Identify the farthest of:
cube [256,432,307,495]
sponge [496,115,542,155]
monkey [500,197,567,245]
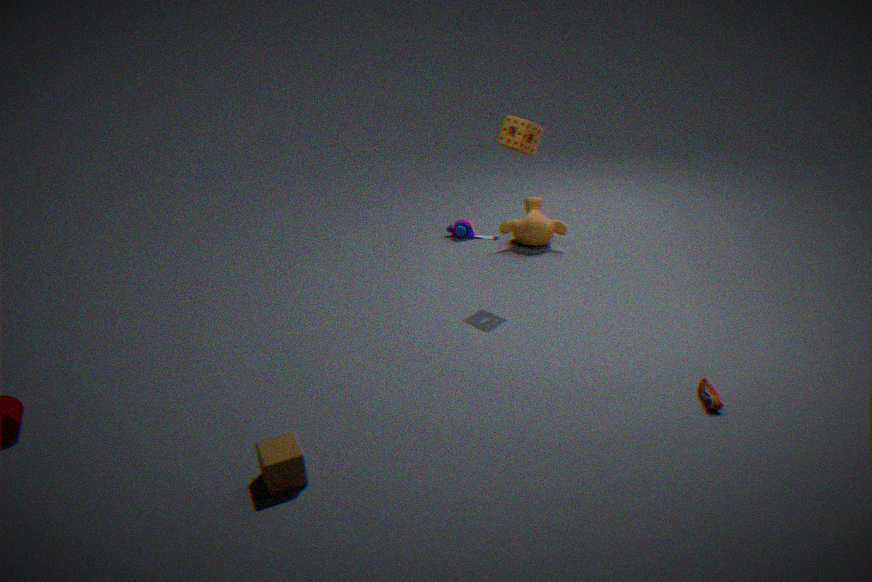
monkey [500,197,567,245]
